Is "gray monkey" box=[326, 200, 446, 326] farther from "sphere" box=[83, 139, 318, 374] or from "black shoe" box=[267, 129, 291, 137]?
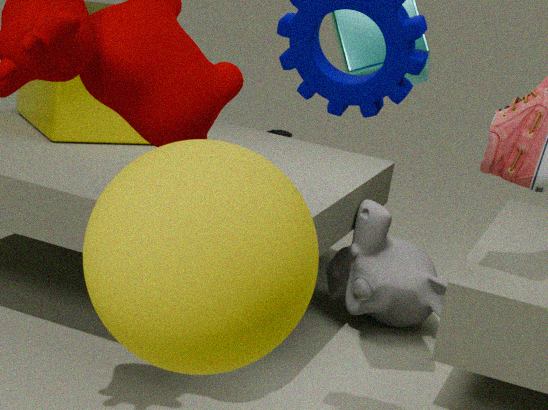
"black shoe" box=[267, 129, 291, 137]
